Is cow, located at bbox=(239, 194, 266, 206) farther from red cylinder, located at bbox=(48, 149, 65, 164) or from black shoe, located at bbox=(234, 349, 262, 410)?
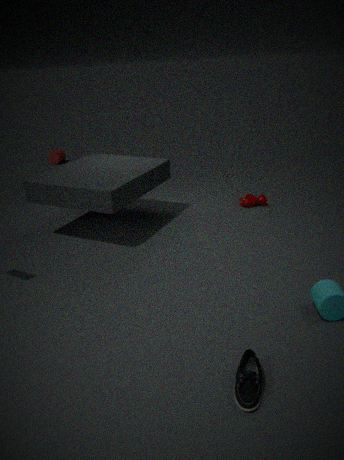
red cylinder, located at bbox=(48, 149, 65, 164)
